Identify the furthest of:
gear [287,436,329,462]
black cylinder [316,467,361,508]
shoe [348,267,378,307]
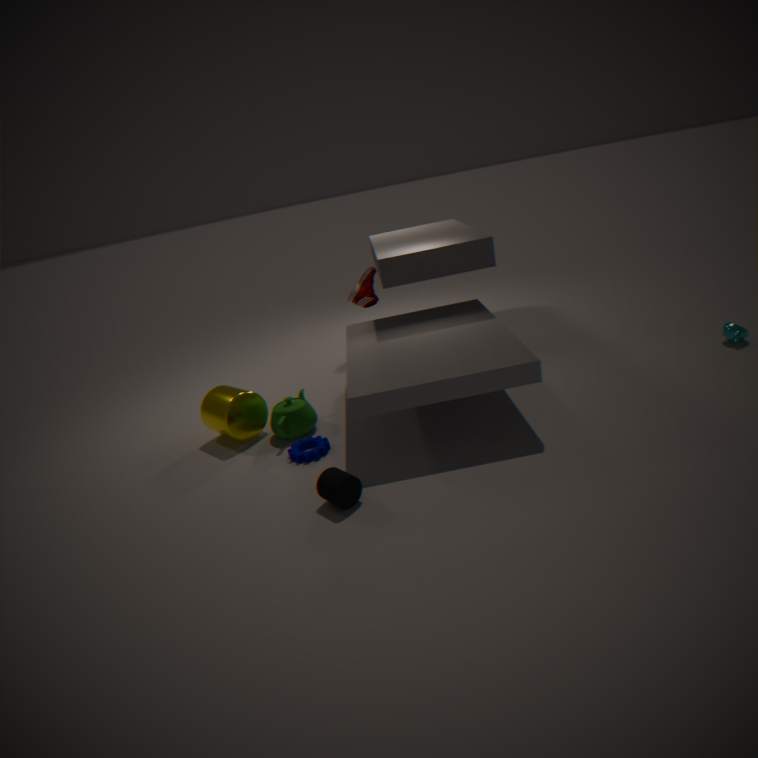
shoe [348,267,378,307]
